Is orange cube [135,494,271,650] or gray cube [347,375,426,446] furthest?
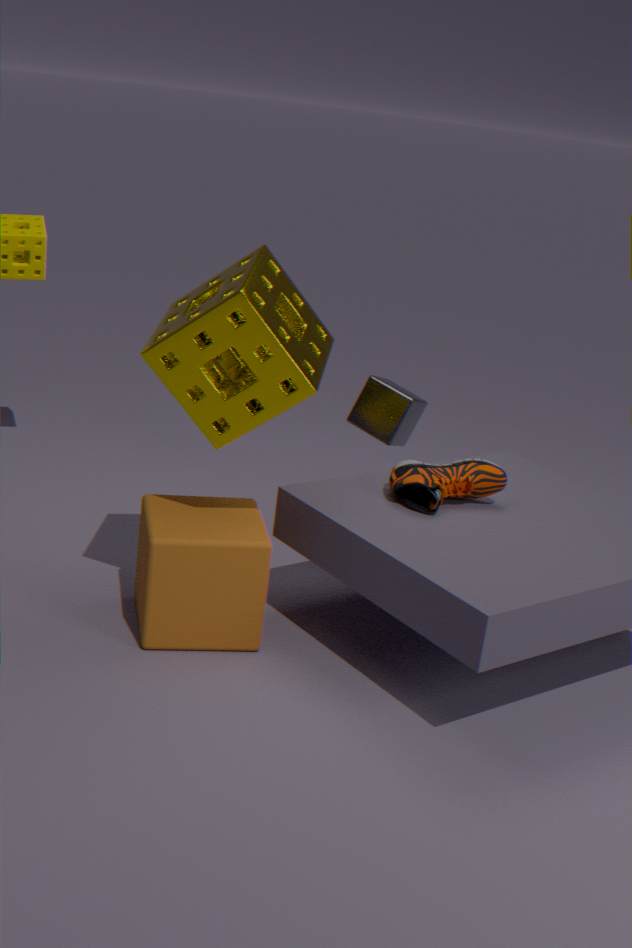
gray cube [347,375,426,446]
